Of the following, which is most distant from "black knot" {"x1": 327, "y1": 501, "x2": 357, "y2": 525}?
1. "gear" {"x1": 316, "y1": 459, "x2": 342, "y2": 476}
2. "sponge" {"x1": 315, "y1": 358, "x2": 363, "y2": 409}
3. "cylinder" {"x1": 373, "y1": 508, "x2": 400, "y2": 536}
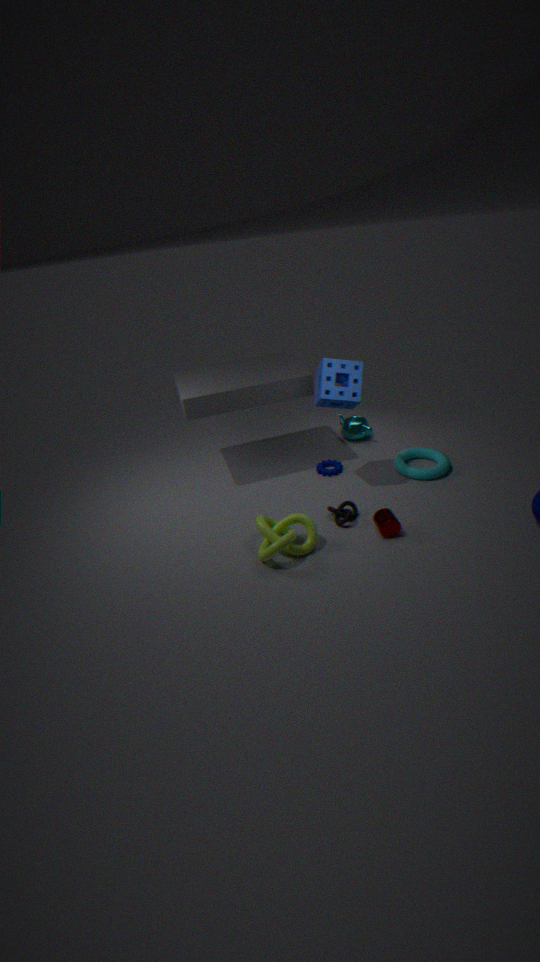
"sponge" {"x1": 315, "y1": 358, "x2": 363, "y2": 409}
